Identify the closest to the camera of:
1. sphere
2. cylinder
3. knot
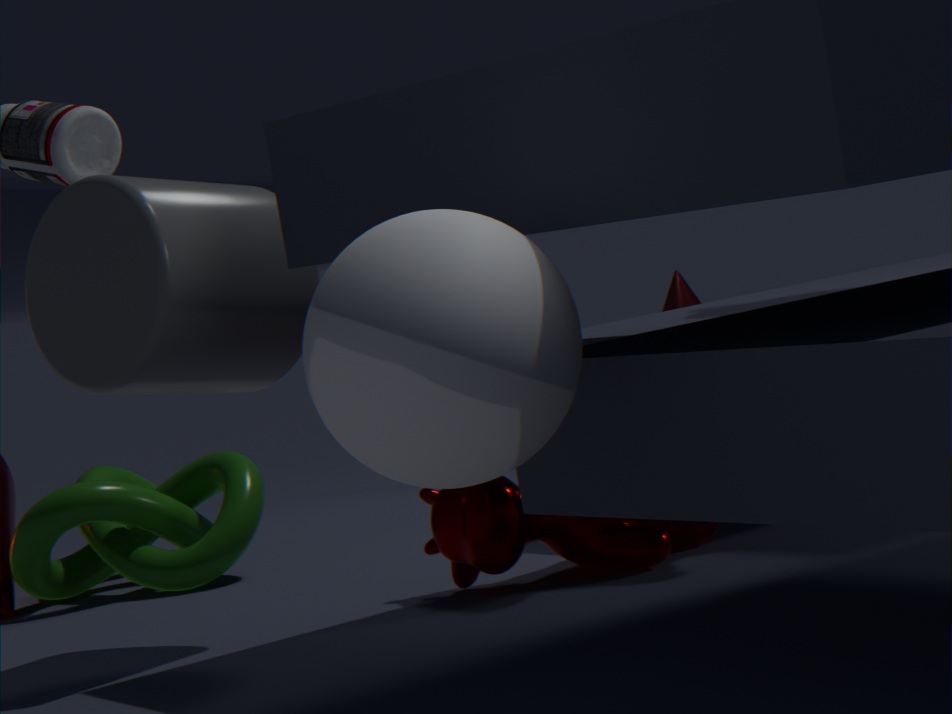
sphere
